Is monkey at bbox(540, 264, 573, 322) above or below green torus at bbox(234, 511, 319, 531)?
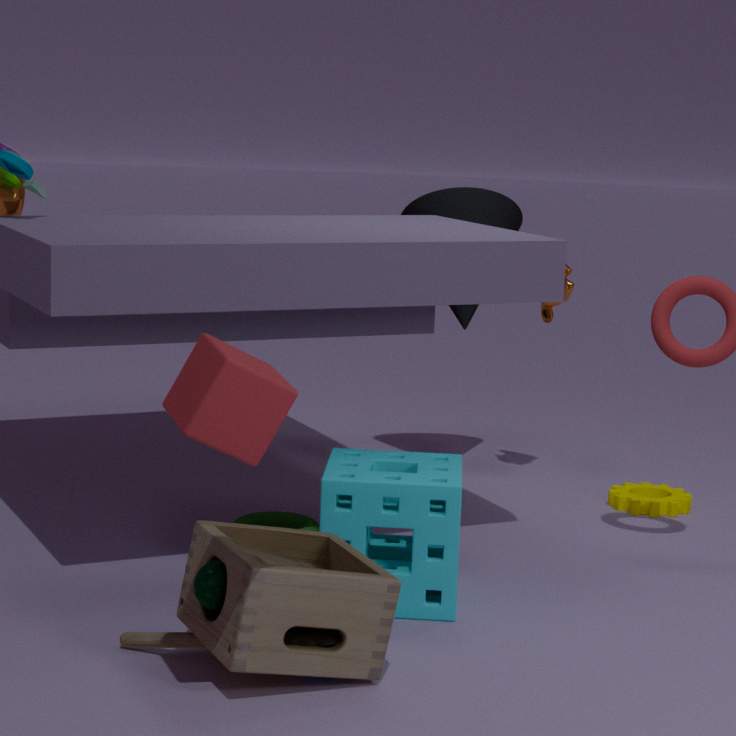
above
